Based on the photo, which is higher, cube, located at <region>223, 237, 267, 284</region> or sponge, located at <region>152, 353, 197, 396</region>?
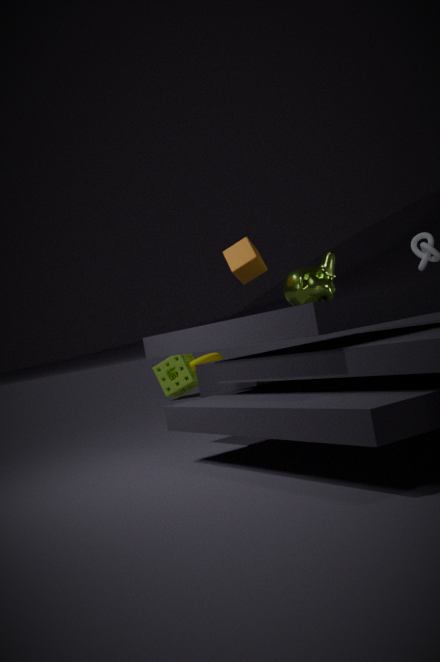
cube, located at <region>223, 237, 267, 284</region>
